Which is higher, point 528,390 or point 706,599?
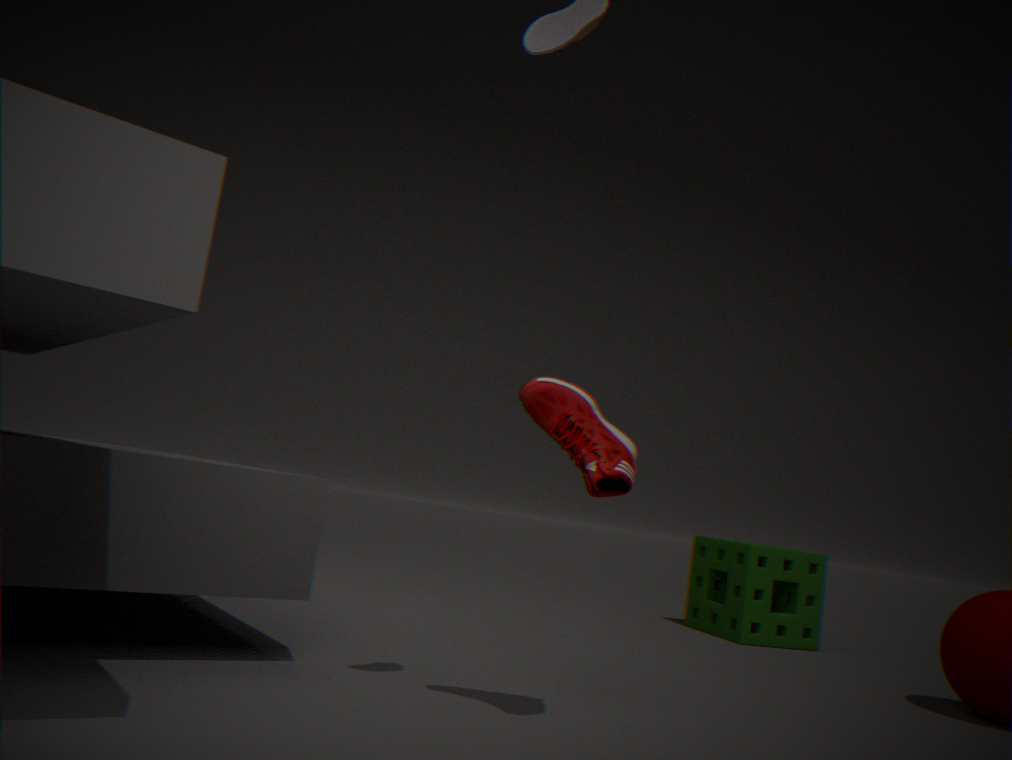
point 528,390
